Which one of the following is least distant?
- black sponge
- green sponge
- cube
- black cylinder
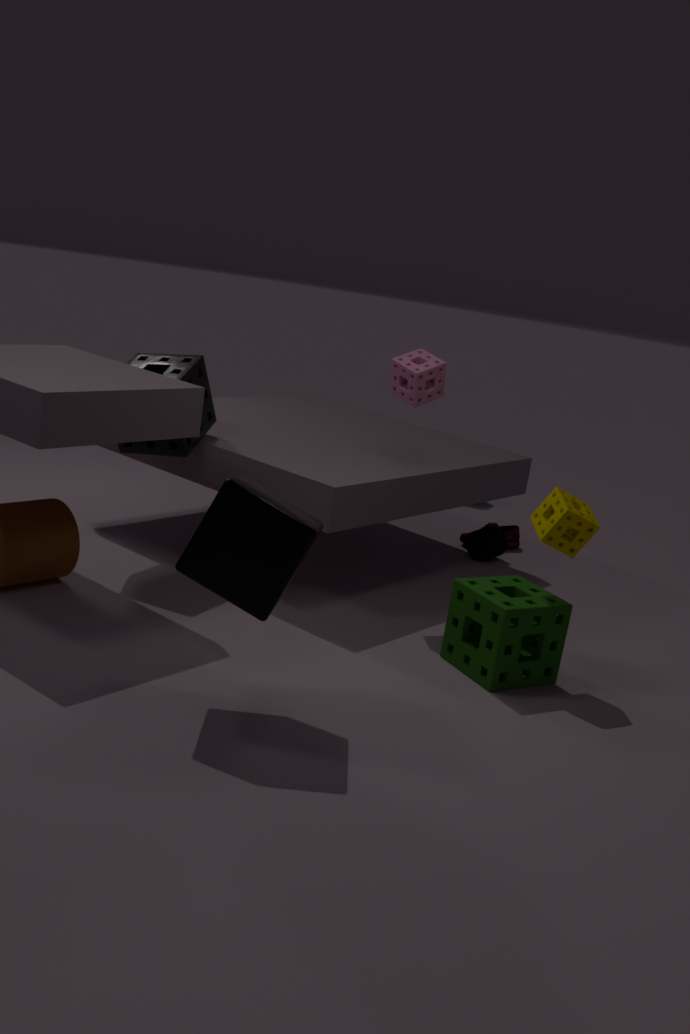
cube
